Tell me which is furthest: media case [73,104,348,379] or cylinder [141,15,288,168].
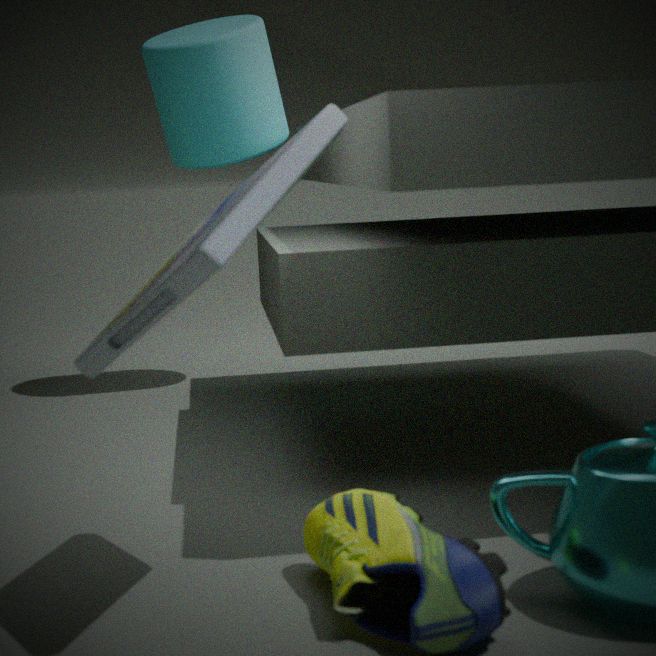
cylinder [141,15,288,168]
